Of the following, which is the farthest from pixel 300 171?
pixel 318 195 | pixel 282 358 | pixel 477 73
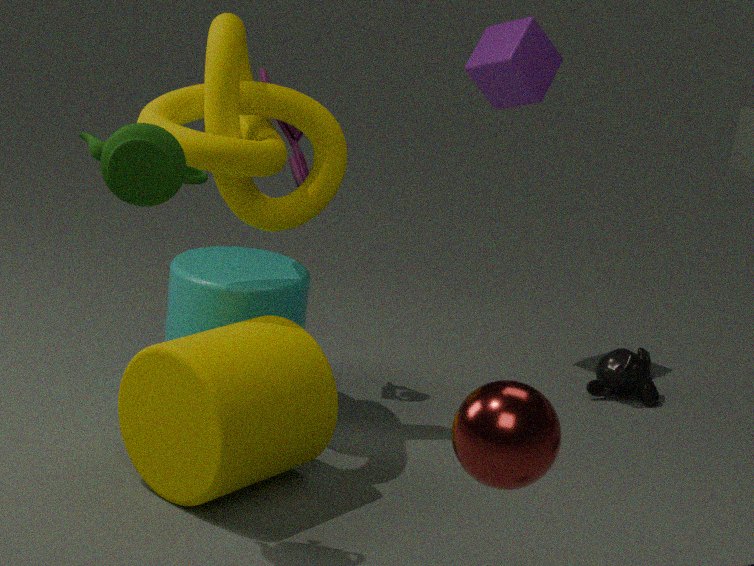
pixel 282 358
